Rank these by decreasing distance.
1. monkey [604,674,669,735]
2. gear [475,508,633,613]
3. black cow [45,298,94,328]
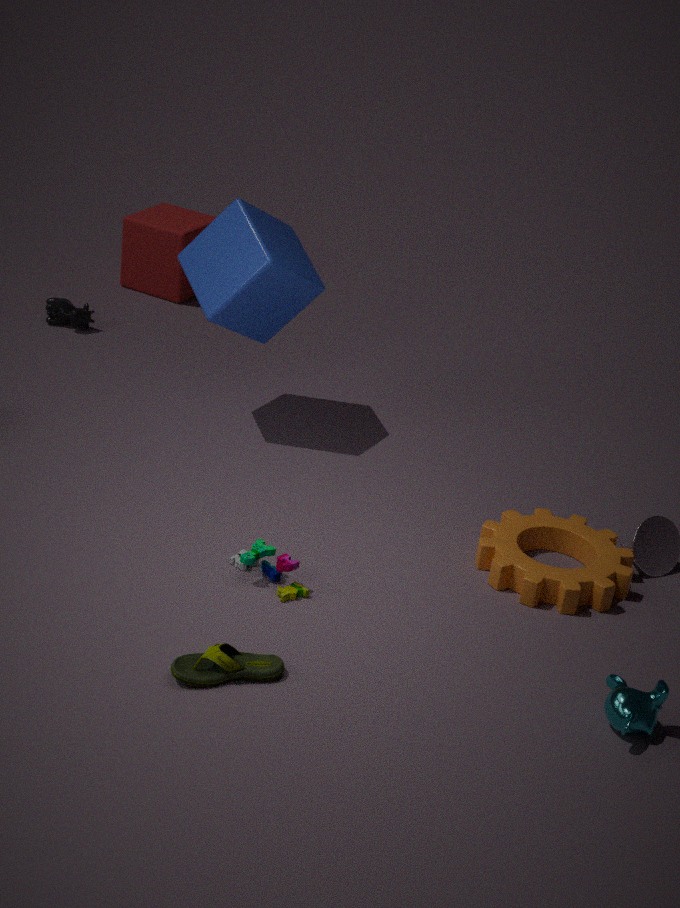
black cow [45,298,94,328], gear [475,508,633,613], monkey [604,674,669,735]
